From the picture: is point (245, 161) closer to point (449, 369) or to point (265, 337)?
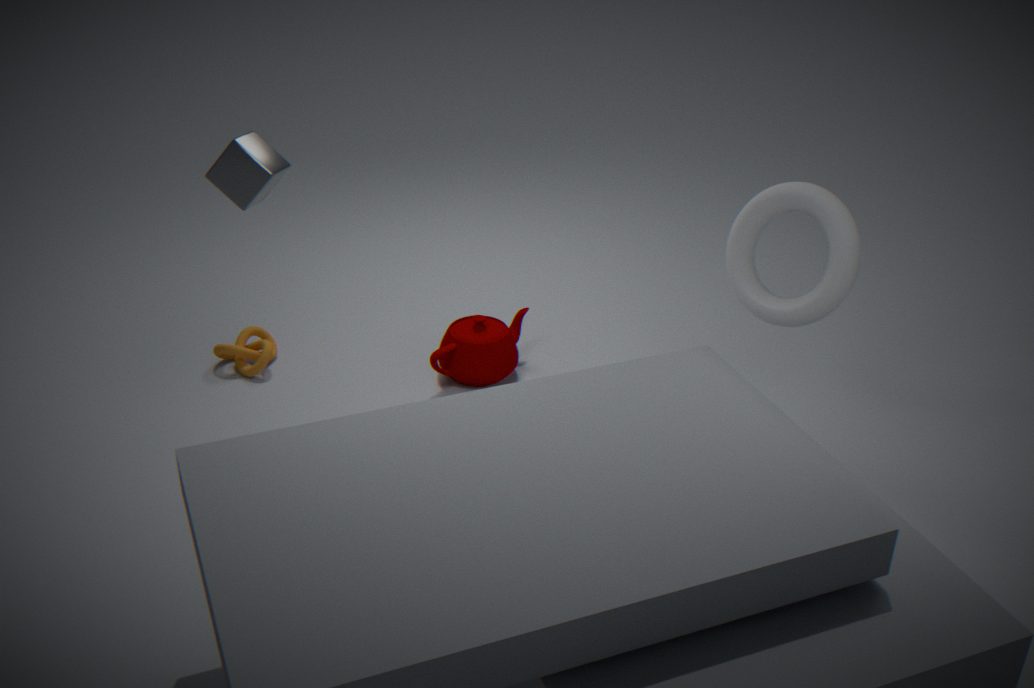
point (265, 337)
